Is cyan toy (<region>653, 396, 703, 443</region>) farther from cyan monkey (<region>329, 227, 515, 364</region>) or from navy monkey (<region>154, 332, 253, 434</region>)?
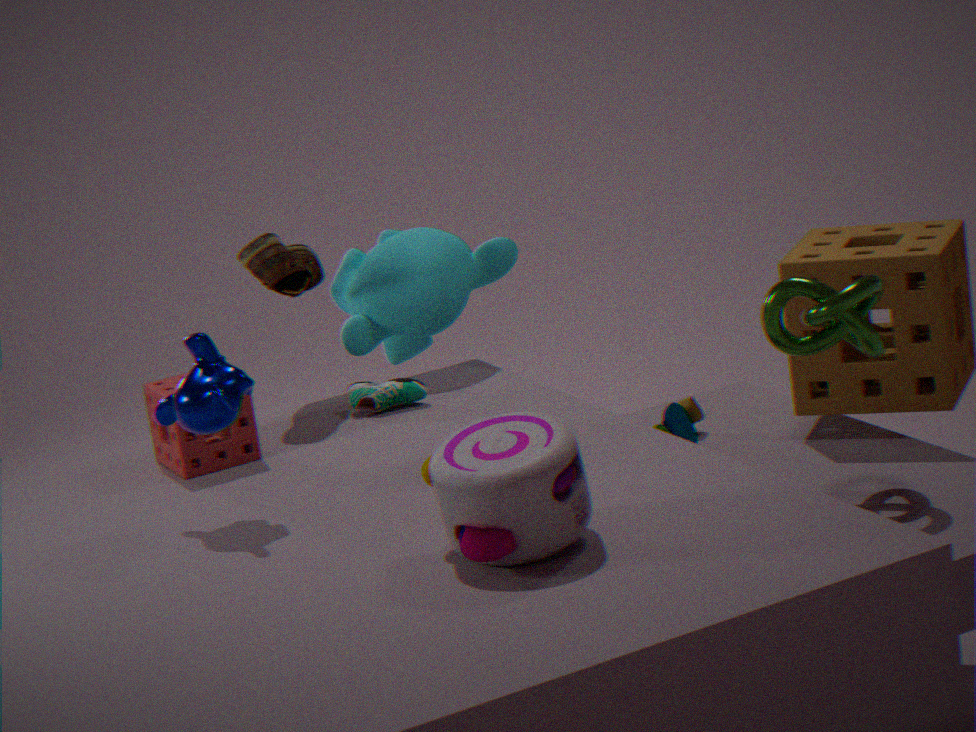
navy monkey (<region>154, 332, 253, 434</region>)
